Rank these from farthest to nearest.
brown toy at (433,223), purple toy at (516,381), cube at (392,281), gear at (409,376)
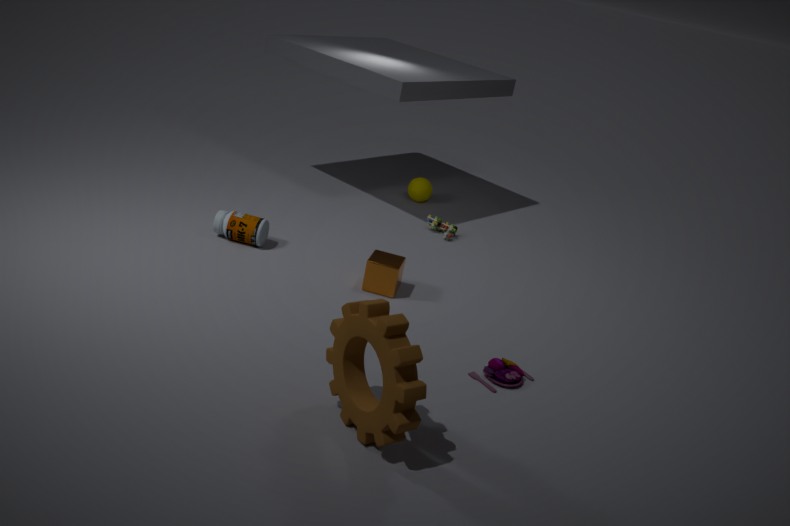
brown toy at (433,223)
cube at (392,281)
purple toy at (516,381)
gear at (409,376)
